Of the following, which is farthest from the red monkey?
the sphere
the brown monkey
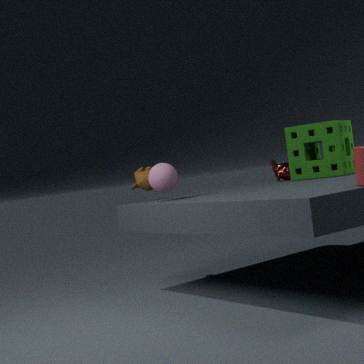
the sphere
